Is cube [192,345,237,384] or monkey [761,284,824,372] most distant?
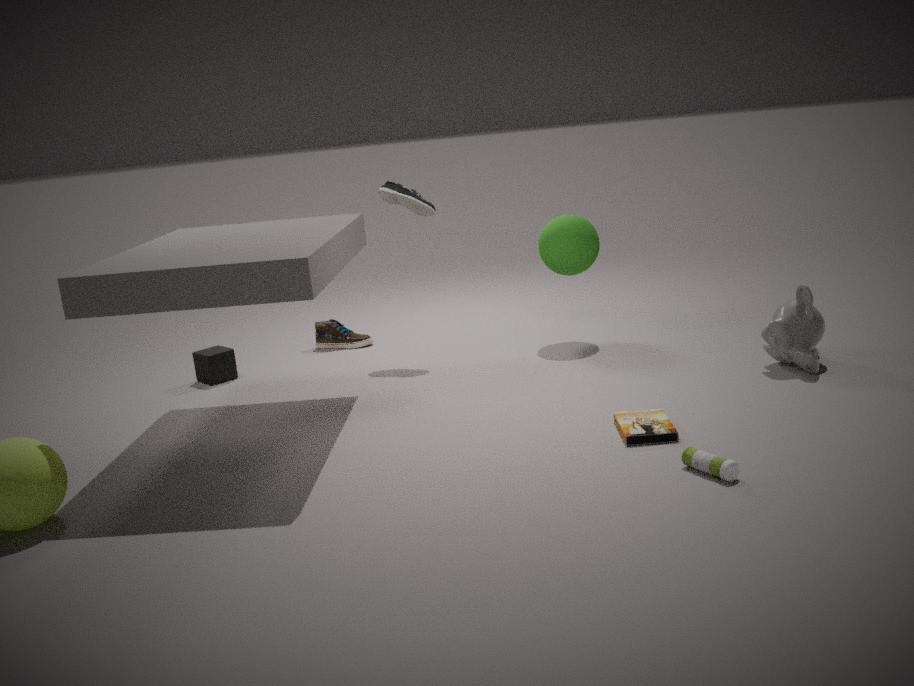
cube [192,345,237,384]
